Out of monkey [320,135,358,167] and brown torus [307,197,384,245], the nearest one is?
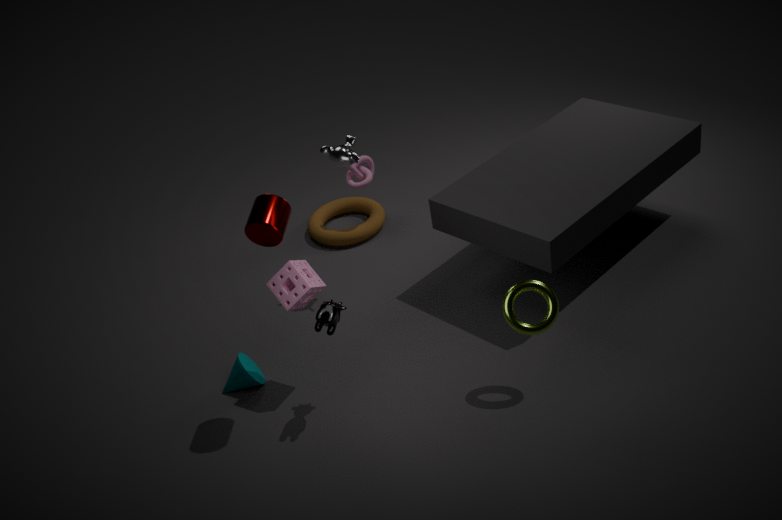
monkey [320,135,358,167]
